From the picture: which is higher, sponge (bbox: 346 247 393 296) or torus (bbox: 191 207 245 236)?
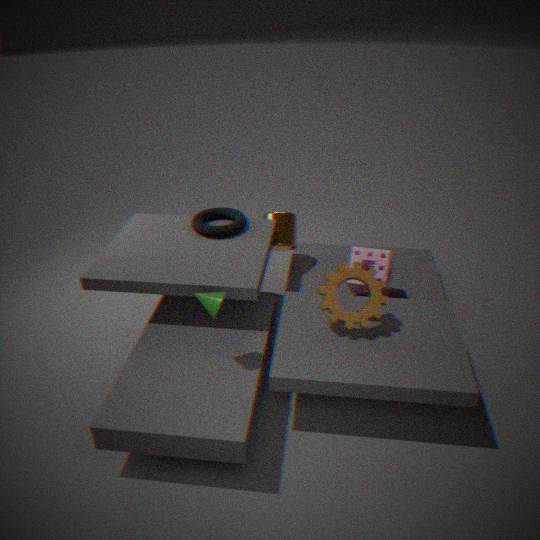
torus (bbox: 191 207 245 236)
